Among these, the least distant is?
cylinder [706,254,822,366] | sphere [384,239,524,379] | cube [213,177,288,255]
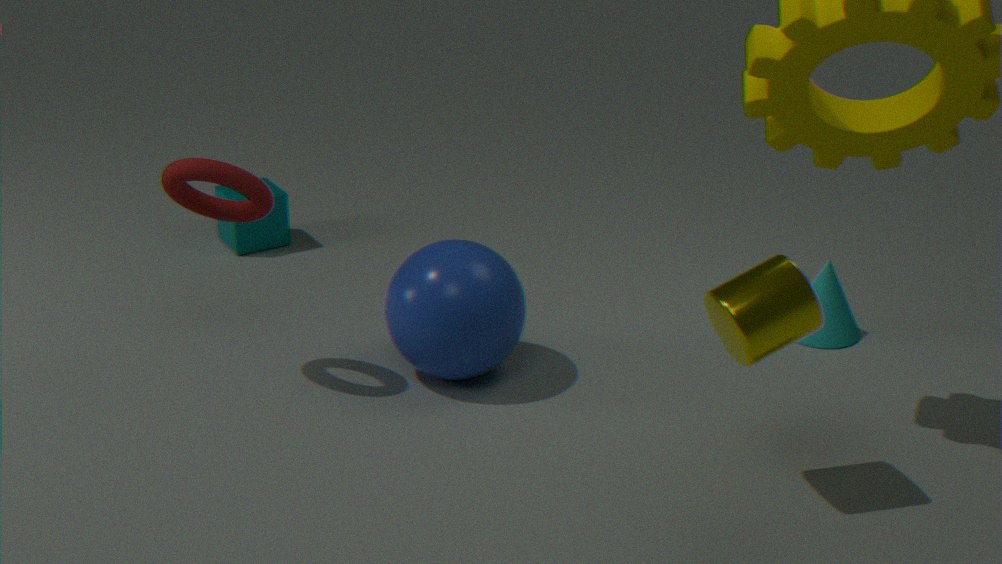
cylinder [706,254,822,366]
